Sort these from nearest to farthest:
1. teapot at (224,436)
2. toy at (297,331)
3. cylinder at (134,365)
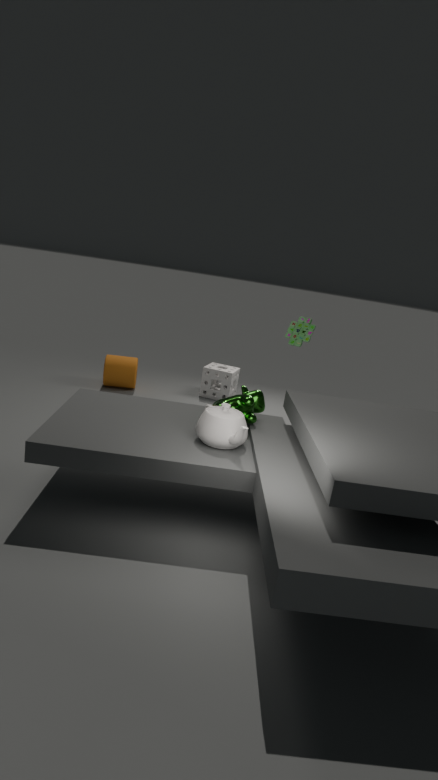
teapot at (224,436) < toy at (297,331) < cylinder at (134,365)
